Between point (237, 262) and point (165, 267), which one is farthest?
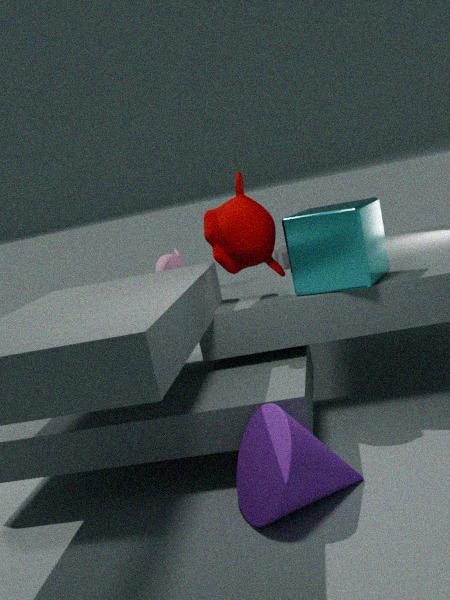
point (165, 267)
